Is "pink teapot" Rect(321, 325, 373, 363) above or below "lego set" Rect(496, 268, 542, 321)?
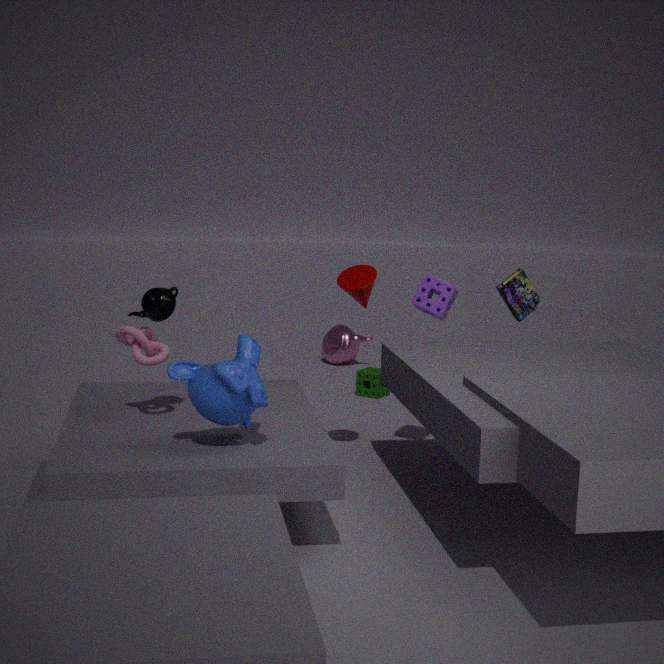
below
